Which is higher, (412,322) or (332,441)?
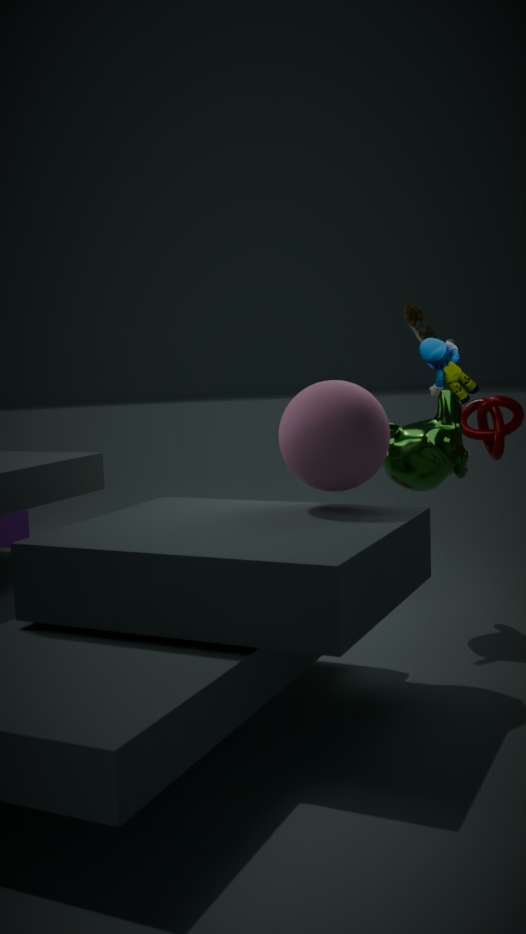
(412,322)
